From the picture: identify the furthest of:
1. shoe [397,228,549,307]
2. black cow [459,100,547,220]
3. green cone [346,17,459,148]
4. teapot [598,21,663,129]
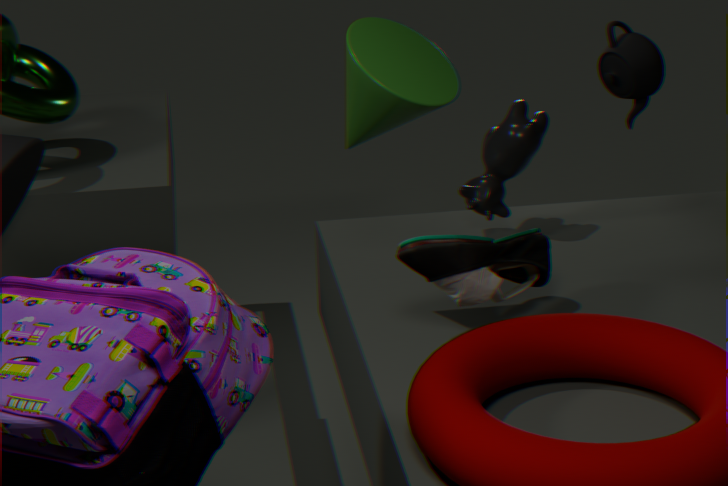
teapot [598,21,663,129]
